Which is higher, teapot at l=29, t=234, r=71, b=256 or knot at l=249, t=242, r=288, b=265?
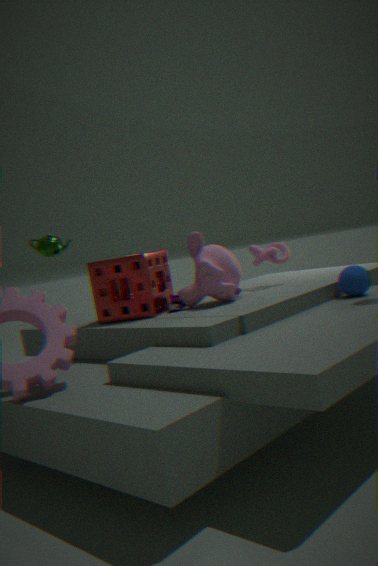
teapot at l=29, t=234, r=71, b=256
